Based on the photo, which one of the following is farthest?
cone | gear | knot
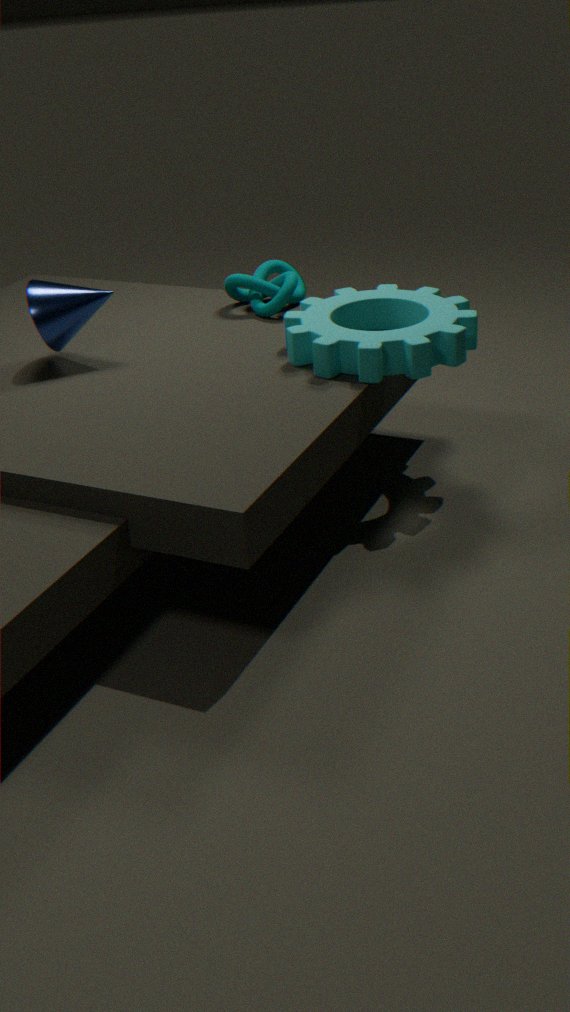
knot
